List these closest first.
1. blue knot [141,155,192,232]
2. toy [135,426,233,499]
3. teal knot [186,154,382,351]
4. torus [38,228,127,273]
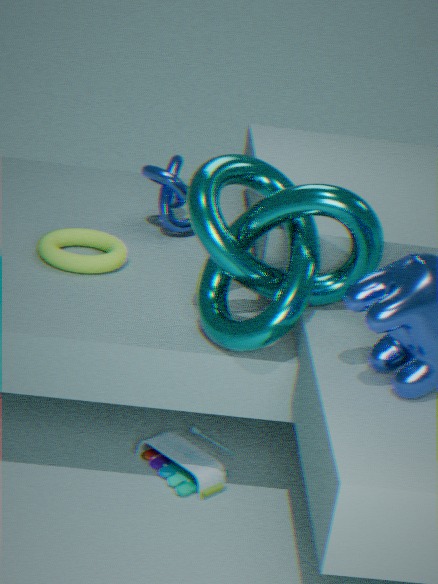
teal knot [186,154,382,351]
toy [135,426,233,499]
torus [38,228,127,273]
blue knot [141,155,192,232]
